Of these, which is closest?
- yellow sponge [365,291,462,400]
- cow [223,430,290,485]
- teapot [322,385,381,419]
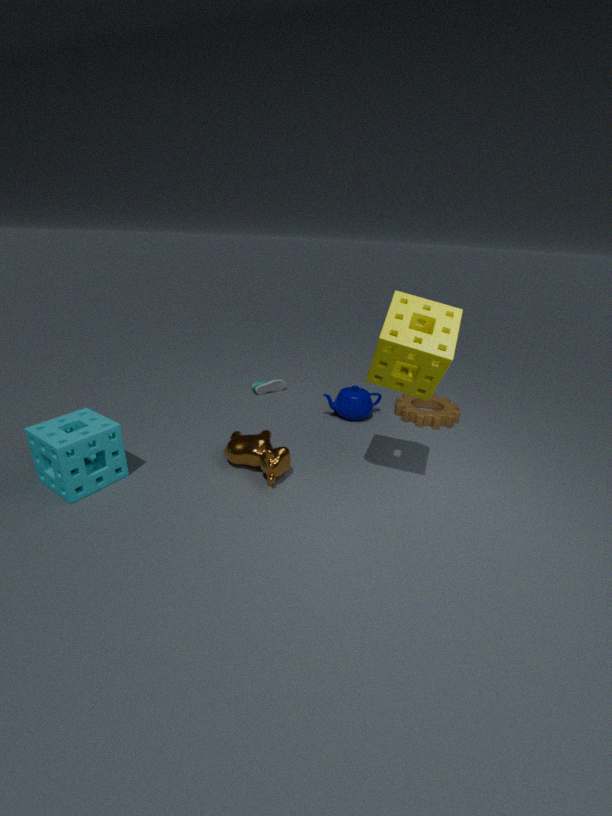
yellow sponge [365,291,462,400]
